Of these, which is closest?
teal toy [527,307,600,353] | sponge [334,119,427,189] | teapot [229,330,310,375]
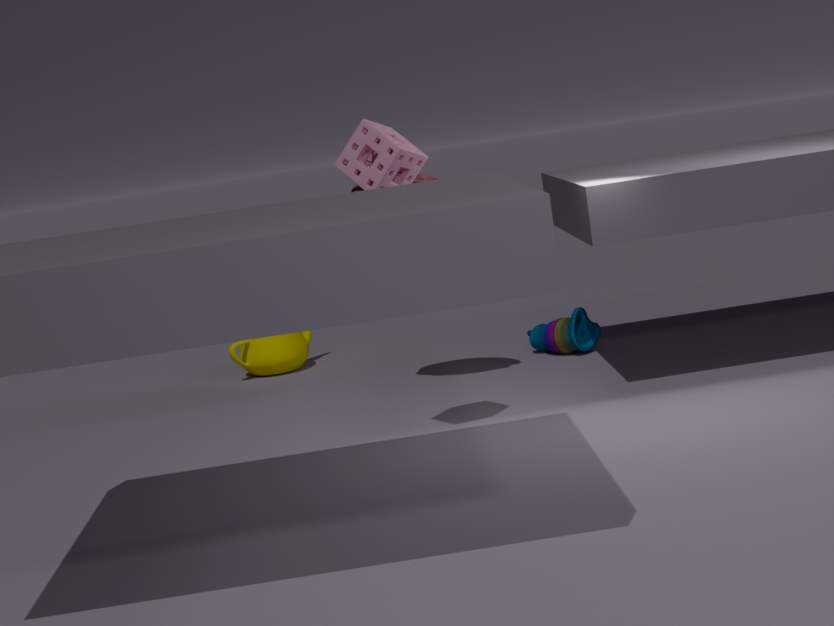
sponge [334,119,427,189]
